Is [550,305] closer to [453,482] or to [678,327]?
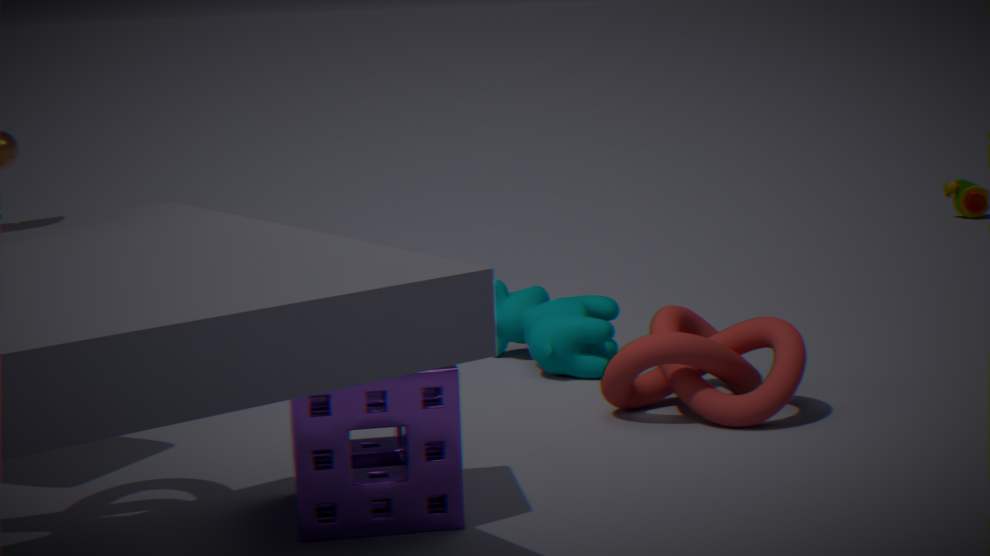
[678,327]
